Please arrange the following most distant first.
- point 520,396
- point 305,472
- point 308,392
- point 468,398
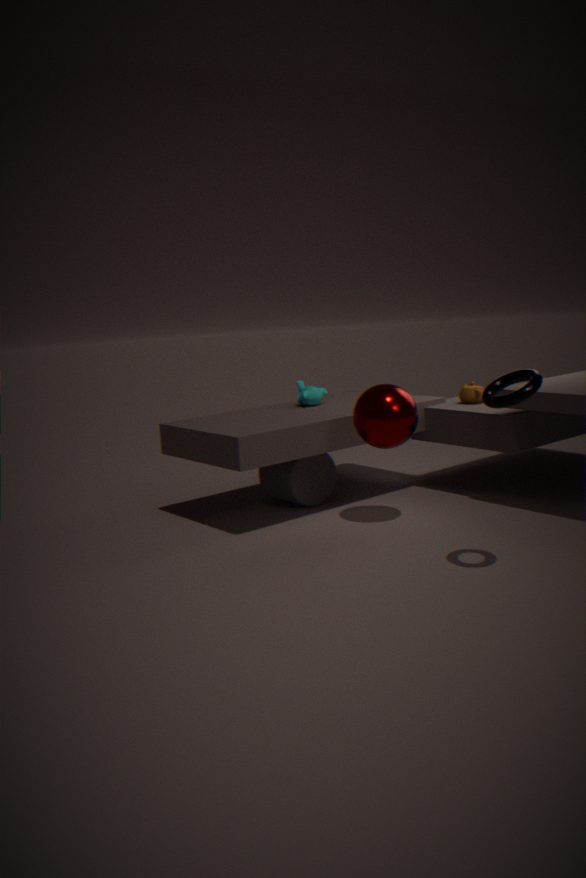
1. point 308,392
2. point 468,398
3. point 305,472
4. point 520,396
